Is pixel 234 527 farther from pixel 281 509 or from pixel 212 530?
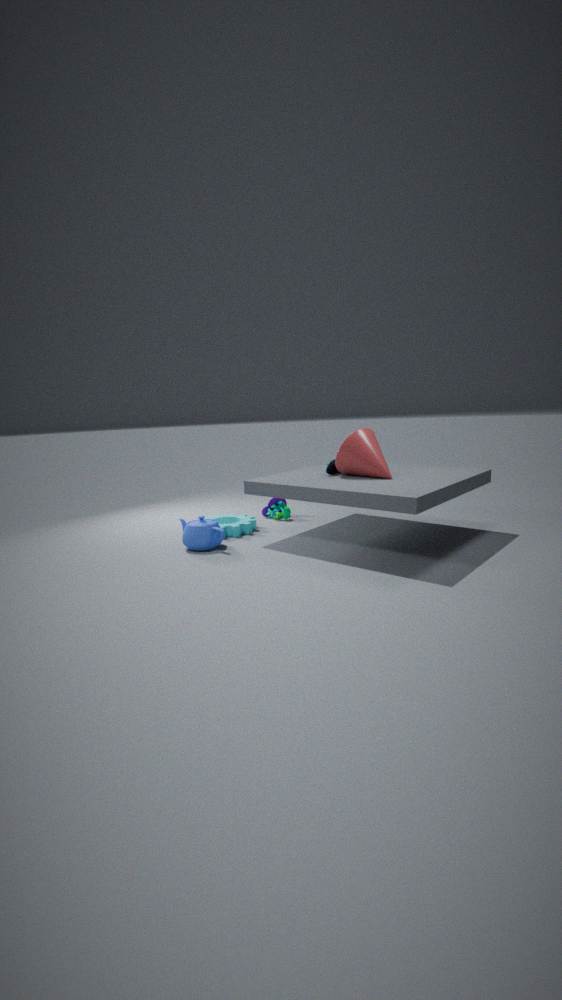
pixel 281 509
